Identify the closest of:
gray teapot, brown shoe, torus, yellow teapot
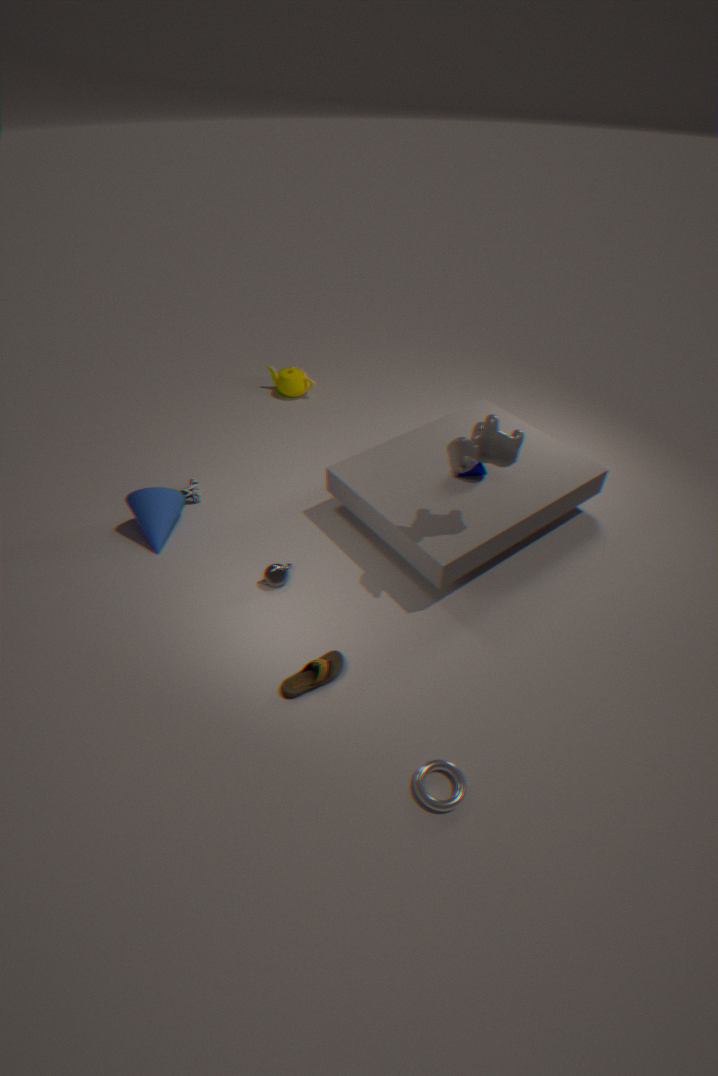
torus
